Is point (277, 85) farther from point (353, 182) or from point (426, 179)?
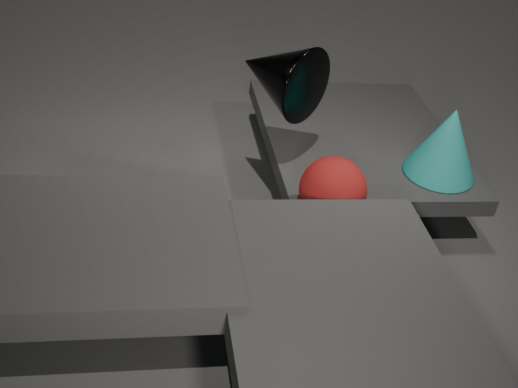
point (426, 179)
